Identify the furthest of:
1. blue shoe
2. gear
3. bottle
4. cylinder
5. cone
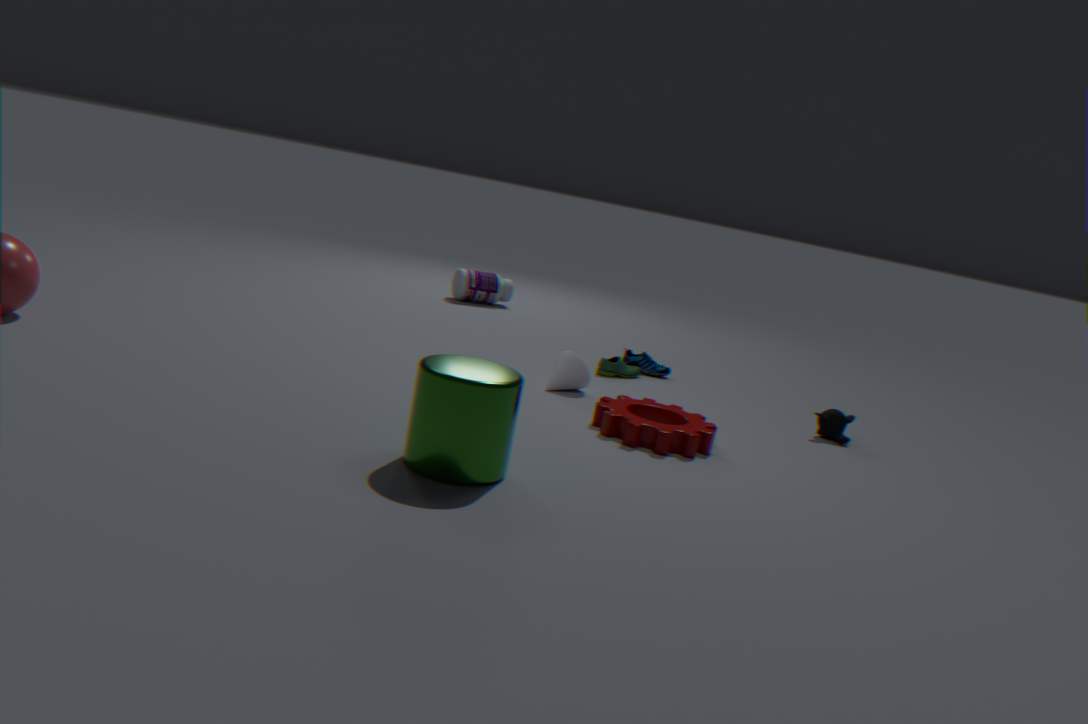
bottle
